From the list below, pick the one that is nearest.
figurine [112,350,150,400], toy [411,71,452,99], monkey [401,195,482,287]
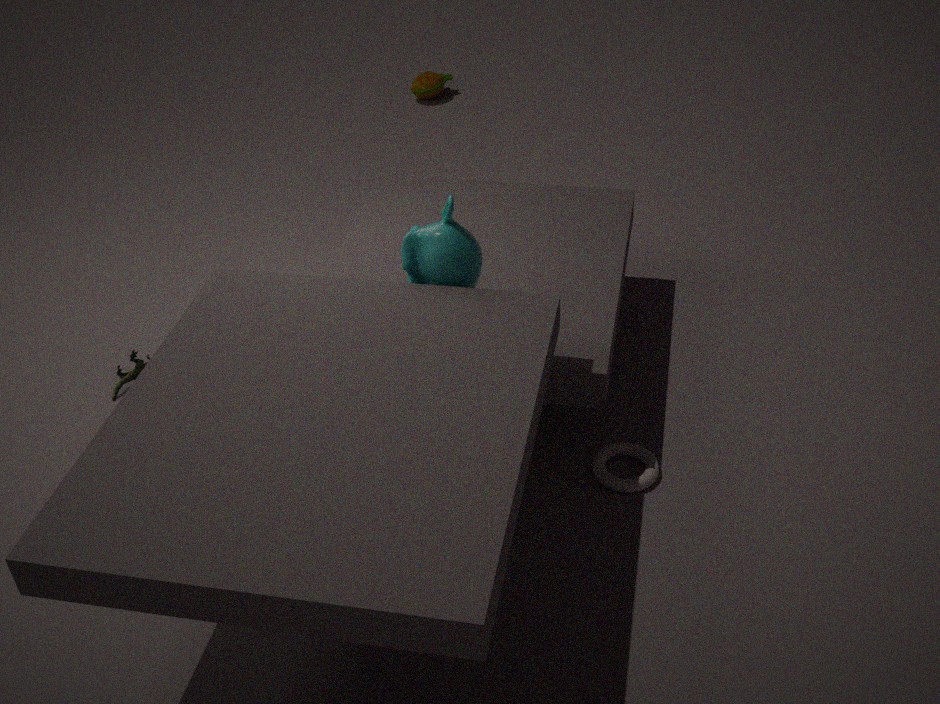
monkey [401,195,482,287]
